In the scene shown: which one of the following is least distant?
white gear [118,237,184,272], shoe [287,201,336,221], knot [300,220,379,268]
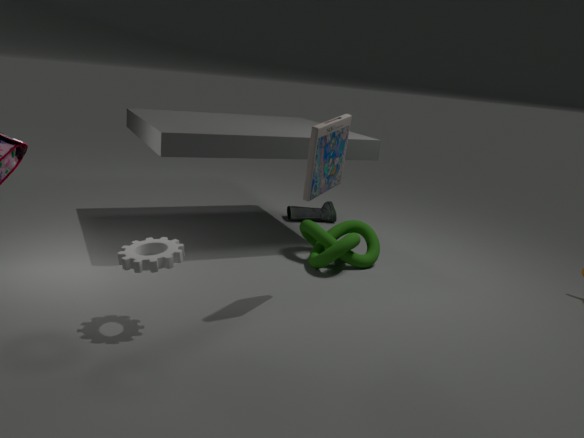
white gear [118,237,184,272]
